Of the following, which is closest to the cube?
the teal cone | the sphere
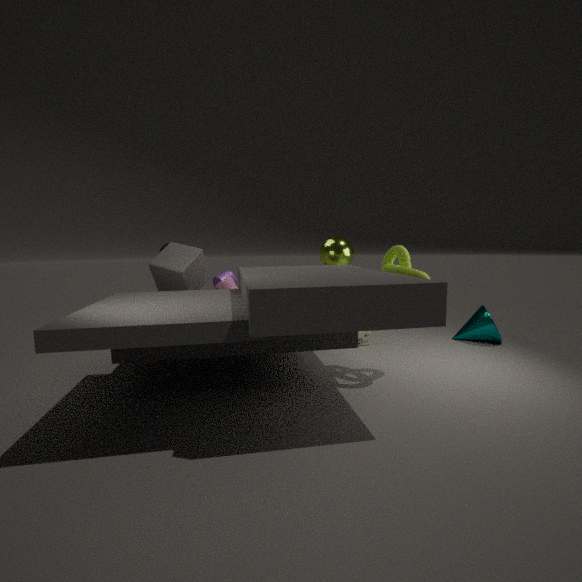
the sphere
